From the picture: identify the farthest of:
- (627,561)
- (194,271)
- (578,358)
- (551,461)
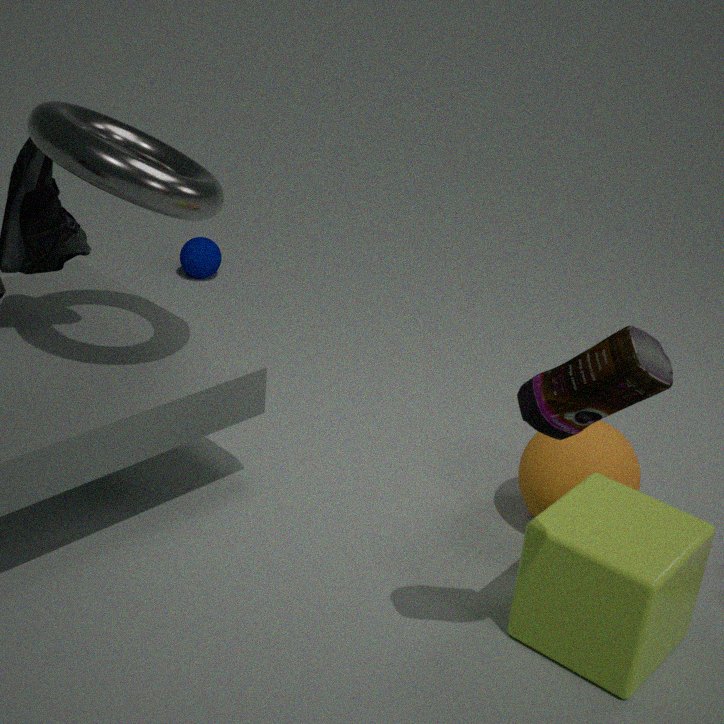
(194,271)
